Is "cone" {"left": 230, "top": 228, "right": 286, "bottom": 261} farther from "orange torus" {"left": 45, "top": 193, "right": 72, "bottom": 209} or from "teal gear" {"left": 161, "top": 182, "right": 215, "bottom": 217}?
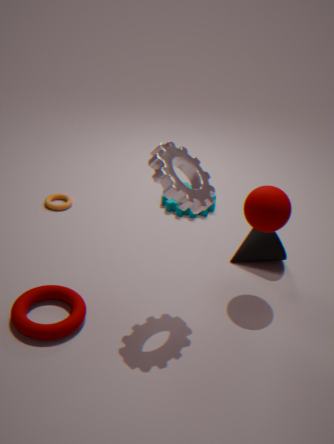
"orange torus" {"left": 45, "top": 193, "right": 72, "bottom": 209}
